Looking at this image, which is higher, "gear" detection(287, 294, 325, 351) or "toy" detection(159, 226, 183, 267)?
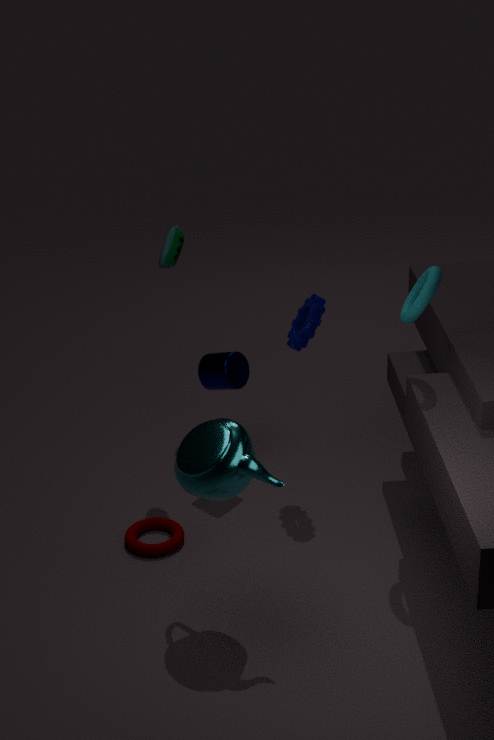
"toy" detection(159, 226, 183, 267)
